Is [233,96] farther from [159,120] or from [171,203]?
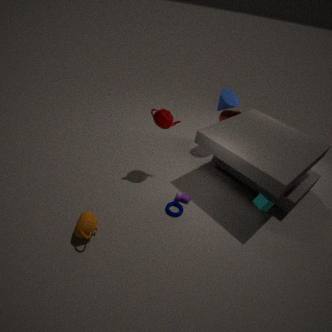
[171,203]
